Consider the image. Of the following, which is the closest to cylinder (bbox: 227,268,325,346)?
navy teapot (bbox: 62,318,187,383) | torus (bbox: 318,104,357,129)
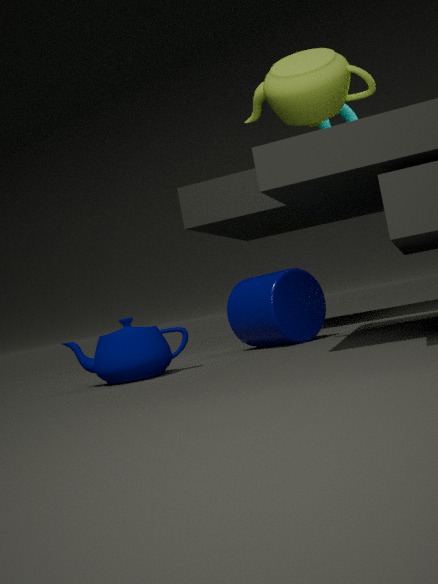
navy teapot (bbox: 62,318,187,383)
